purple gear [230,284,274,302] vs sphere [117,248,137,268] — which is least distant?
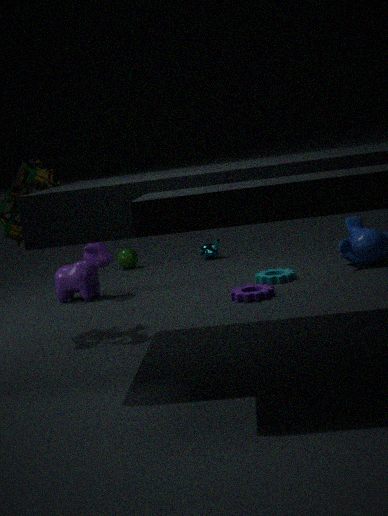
purple gear [230,284,274,302]
